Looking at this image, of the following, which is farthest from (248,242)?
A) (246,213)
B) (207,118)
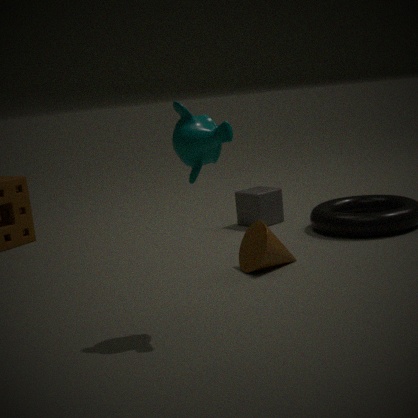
(246,213)
